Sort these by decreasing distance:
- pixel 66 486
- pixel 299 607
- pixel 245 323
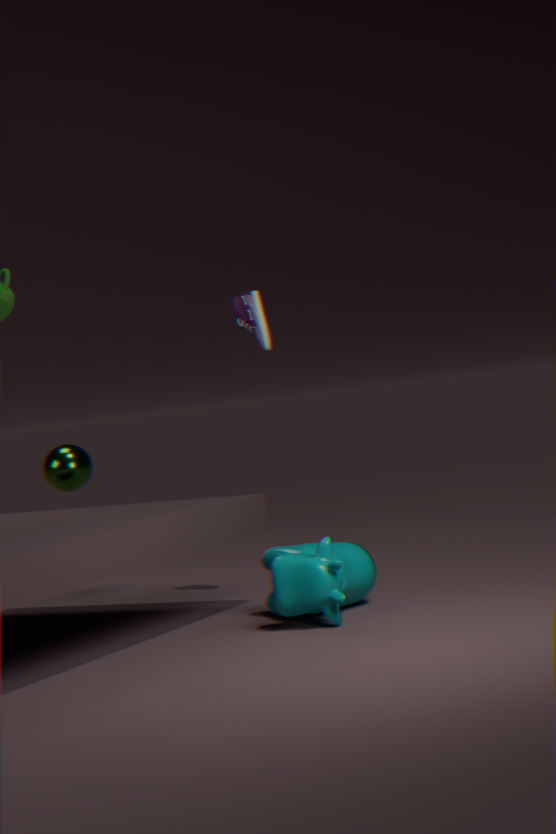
1. pixel 66 486
2. pixel 245 323
3. pixel 299 607
